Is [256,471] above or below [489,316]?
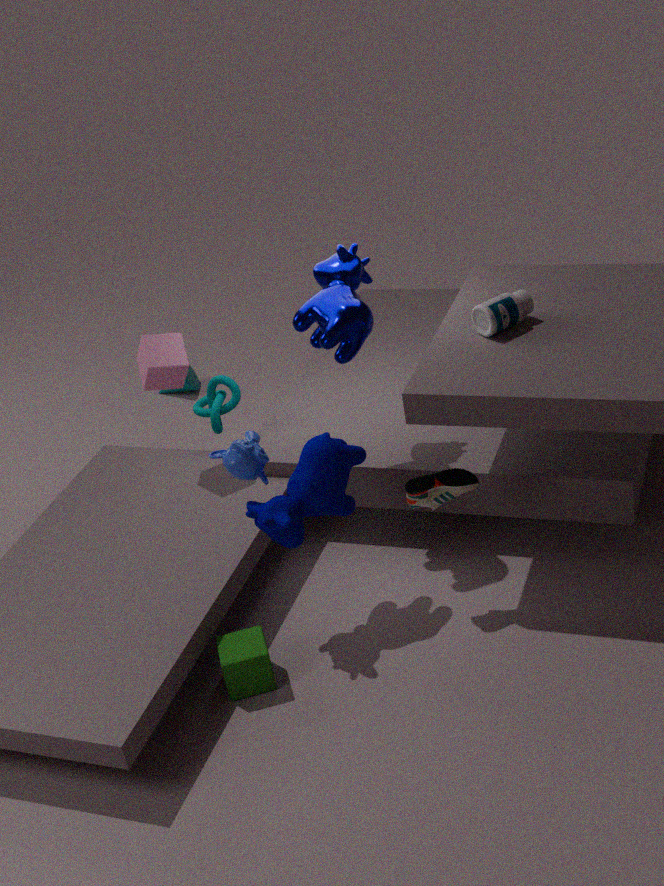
below
